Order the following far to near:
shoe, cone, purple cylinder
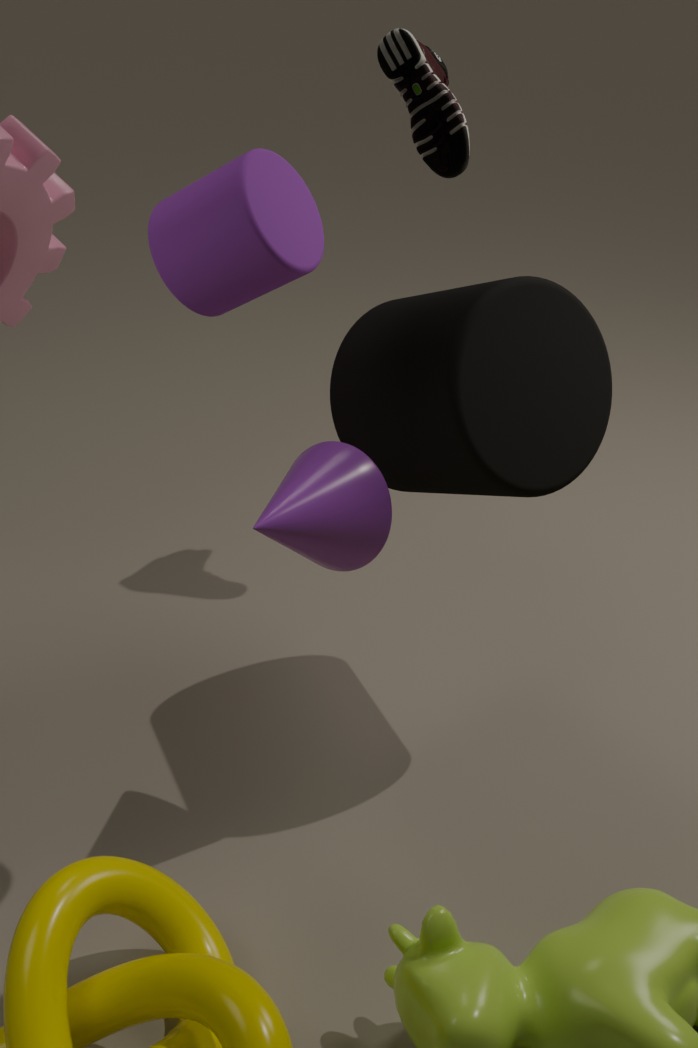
1. shoe
2. cone
3. purple cylinder
